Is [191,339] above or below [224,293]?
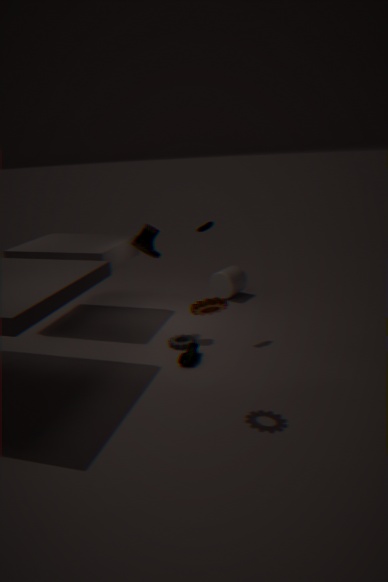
below
